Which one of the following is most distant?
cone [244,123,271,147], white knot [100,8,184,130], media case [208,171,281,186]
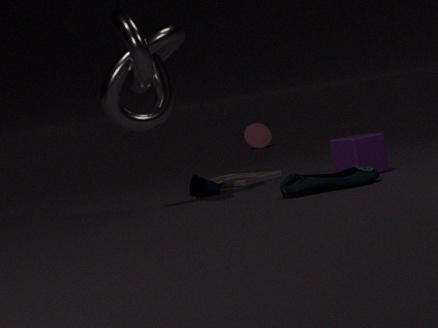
cone [244,123,271,147]
